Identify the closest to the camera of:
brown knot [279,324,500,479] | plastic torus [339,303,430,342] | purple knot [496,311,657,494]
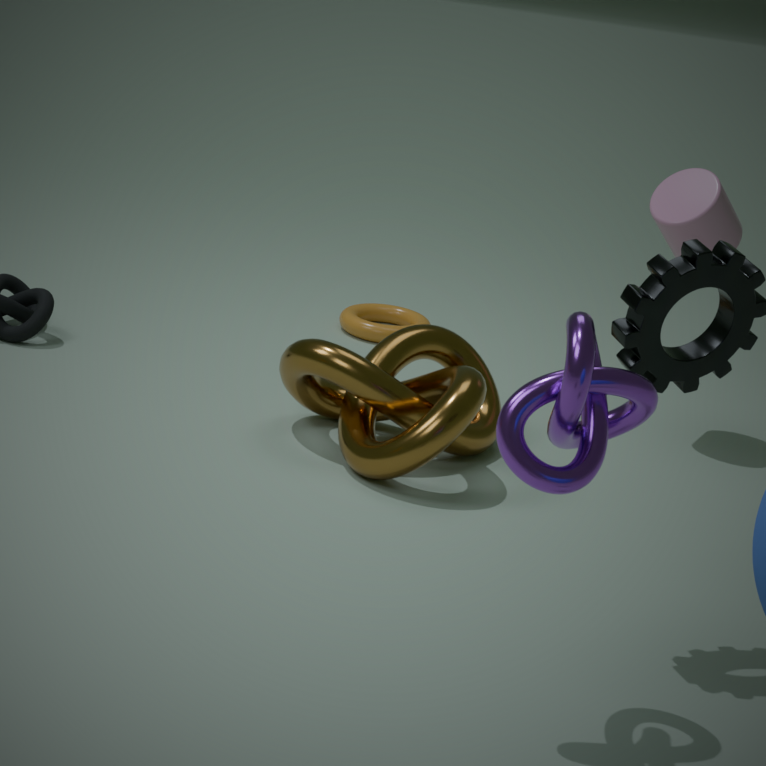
purple knot [496,311,657,494]
